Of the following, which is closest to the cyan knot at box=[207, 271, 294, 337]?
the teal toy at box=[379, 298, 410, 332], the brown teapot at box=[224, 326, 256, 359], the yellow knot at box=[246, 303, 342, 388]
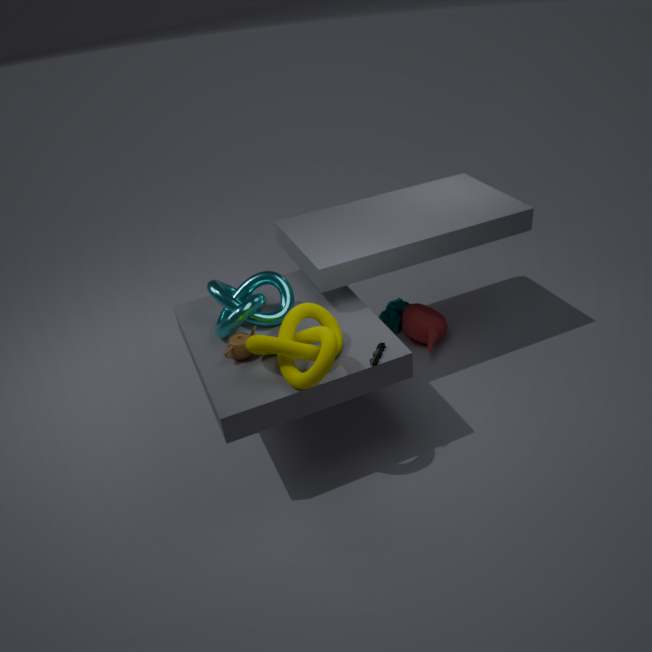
the brown teapot at box=[224, 326, 256, 359]
